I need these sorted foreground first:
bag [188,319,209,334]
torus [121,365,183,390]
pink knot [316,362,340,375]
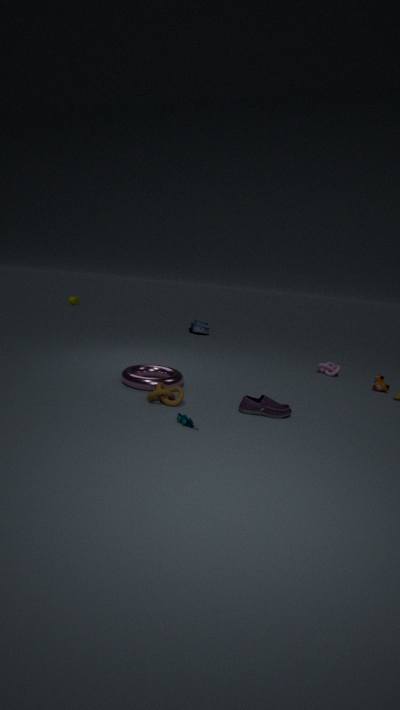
1. torus [121,365,183,390]
2. pink knot [316,362,340,375]
3. bag [188,319,209,334]
